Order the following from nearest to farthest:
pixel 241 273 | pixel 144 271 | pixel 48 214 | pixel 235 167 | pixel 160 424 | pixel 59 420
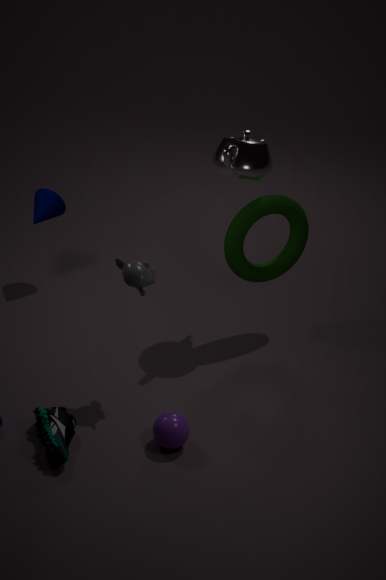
pixel 160 424 < pixel 59 420 < pixel 144 271 < pixel 235 167 < pixel 241 273 < pixel 48 214
